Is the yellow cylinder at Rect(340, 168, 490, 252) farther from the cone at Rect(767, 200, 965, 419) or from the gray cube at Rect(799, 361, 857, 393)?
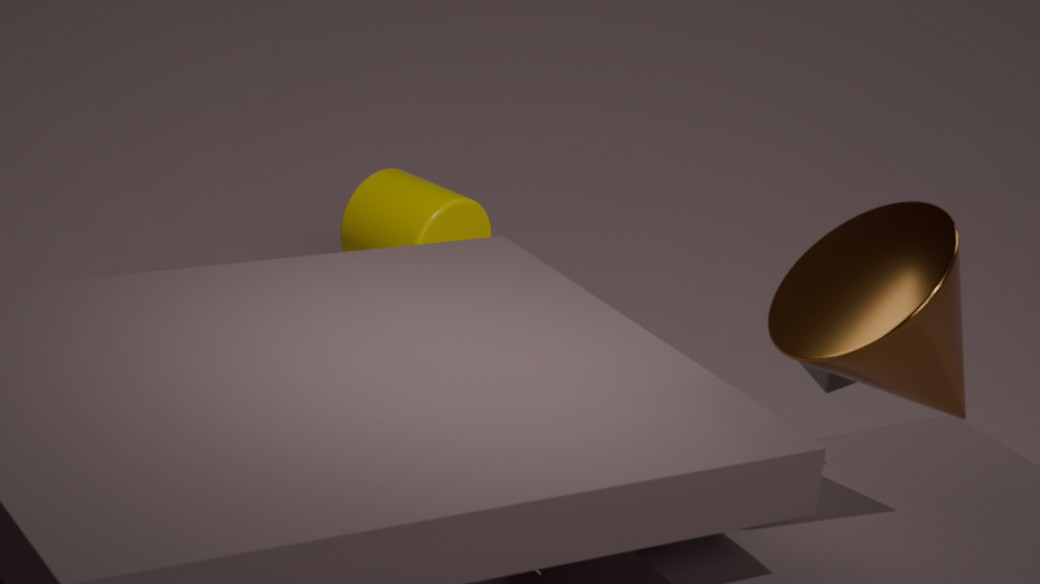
the cone at Rect(767, 200, 965, 419)
